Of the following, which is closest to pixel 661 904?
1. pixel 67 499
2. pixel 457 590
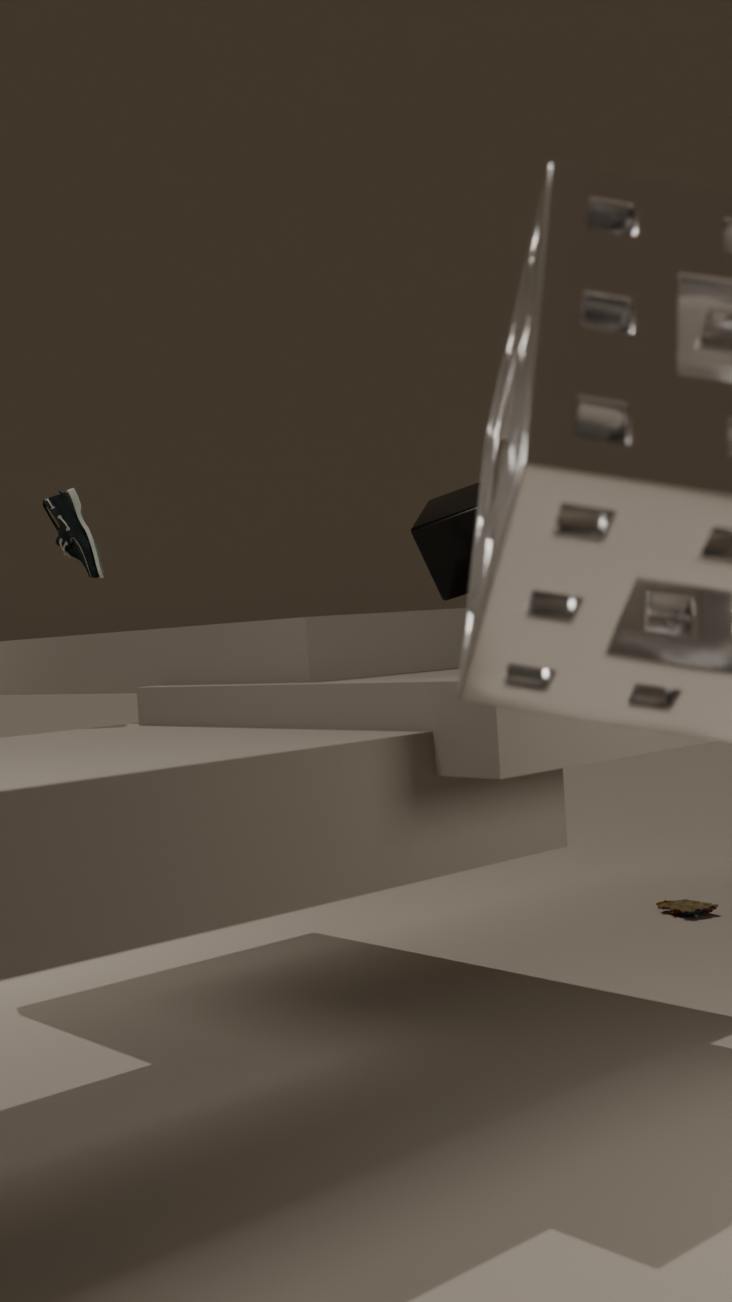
pixel 457 590
